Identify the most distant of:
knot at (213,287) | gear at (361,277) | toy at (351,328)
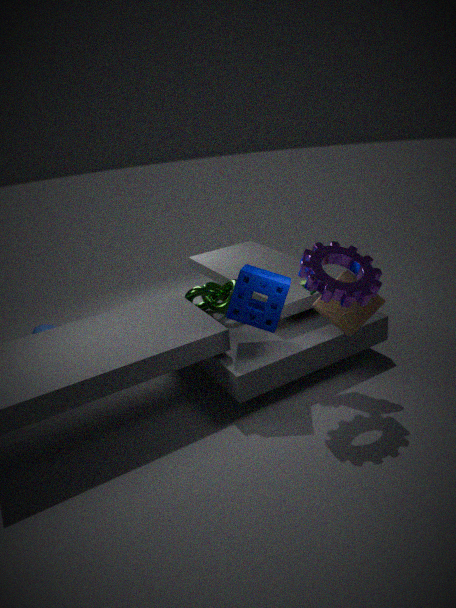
knot at (213,287)
